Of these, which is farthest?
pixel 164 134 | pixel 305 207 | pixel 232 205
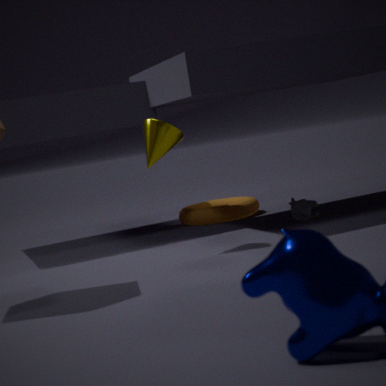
pixel 232 205
